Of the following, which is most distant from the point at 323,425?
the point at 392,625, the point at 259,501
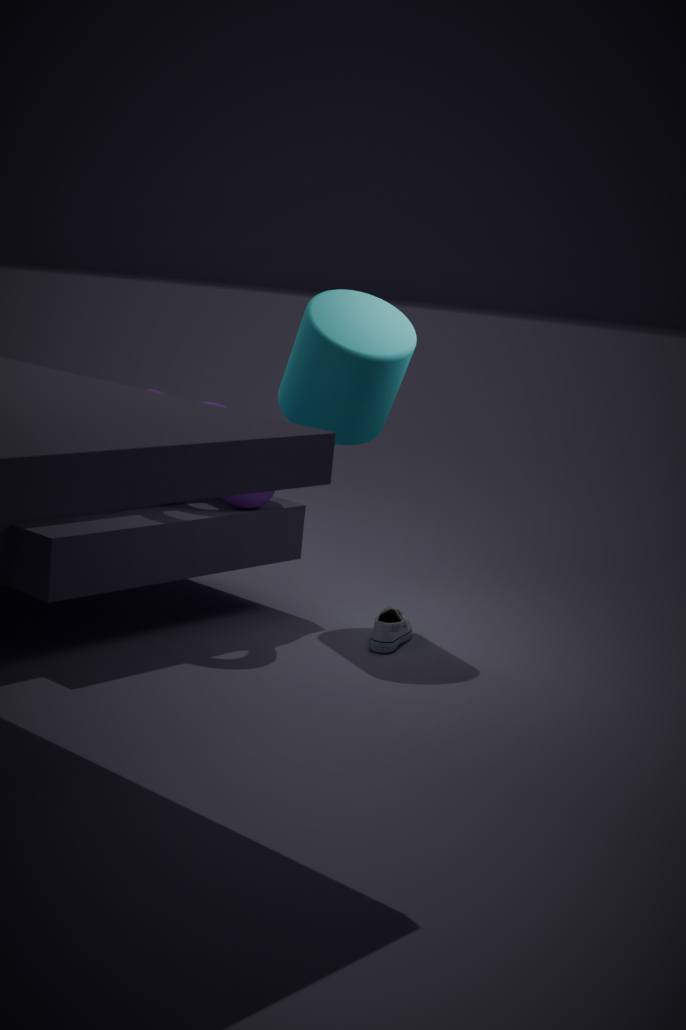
the point at 392,625
